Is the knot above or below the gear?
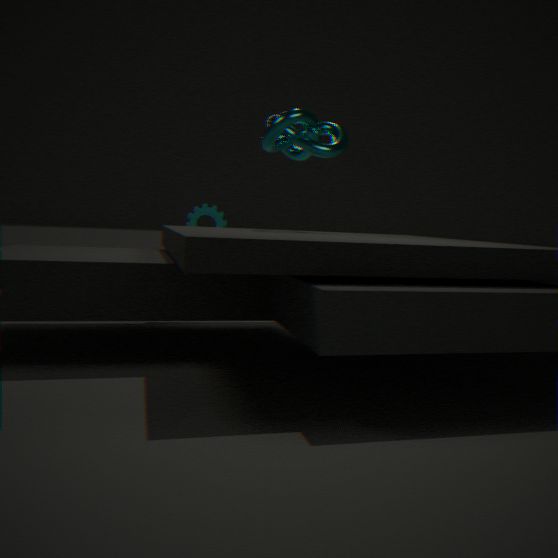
above
